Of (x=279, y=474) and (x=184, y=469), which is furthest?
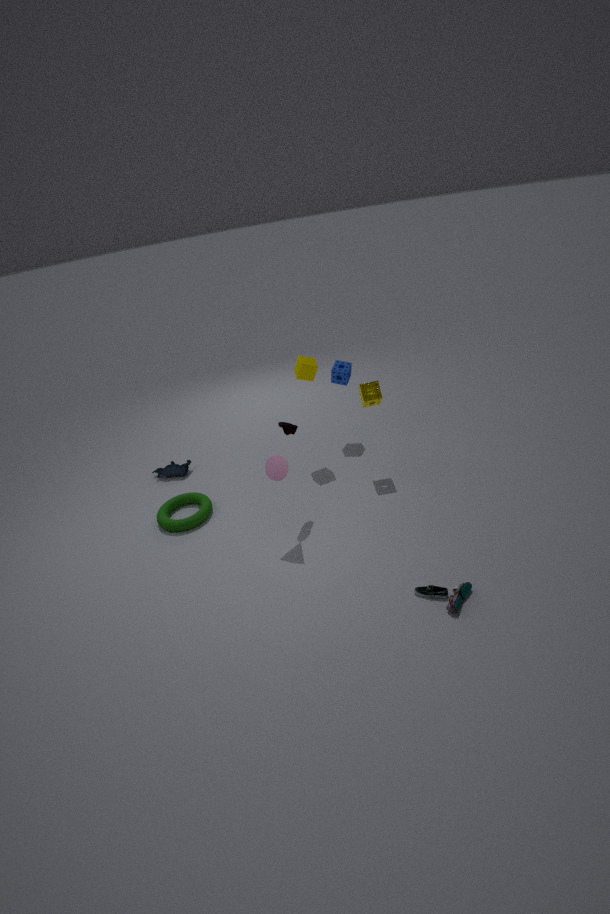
(x=184, y=469)
